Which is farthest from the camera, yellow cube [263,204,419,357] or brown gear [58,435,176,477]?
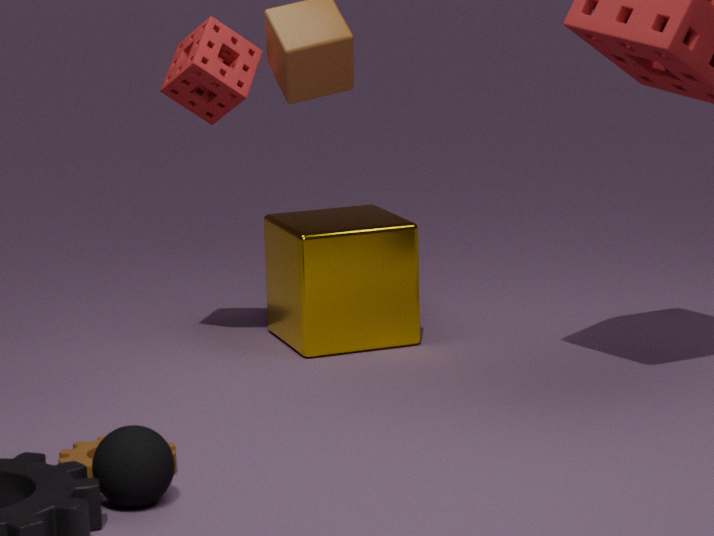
yellow cube [263,204,419,357]
